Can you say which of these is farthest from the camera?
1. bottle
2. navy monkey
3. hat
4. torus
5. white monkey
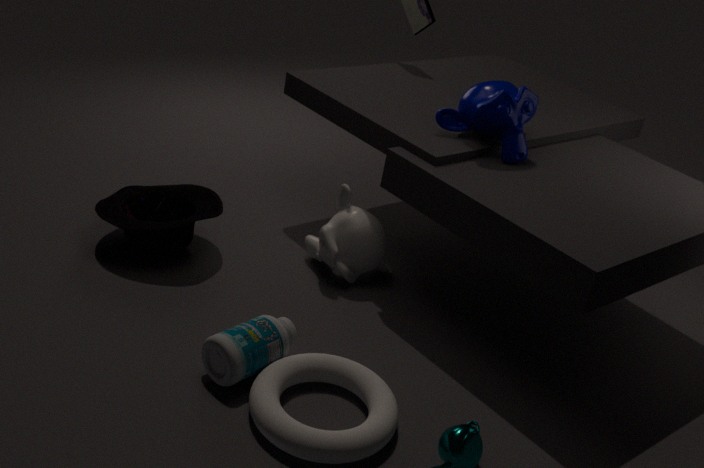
white monkey
